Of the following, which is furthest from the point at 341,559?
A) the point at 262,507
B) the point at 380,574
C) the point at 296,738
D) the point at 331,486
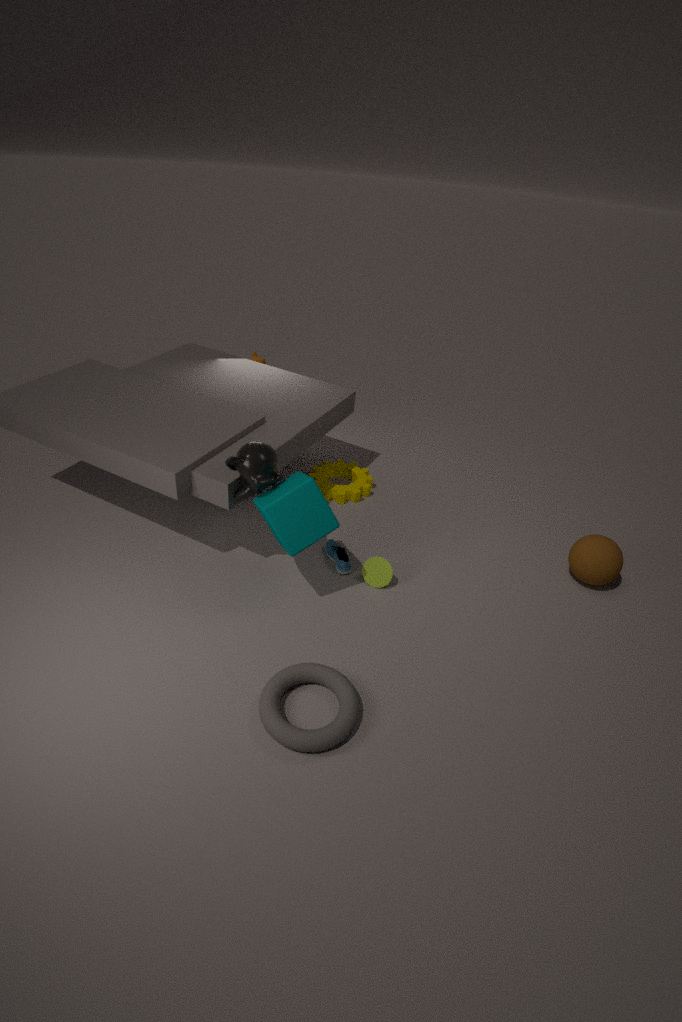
the point at 296,738
